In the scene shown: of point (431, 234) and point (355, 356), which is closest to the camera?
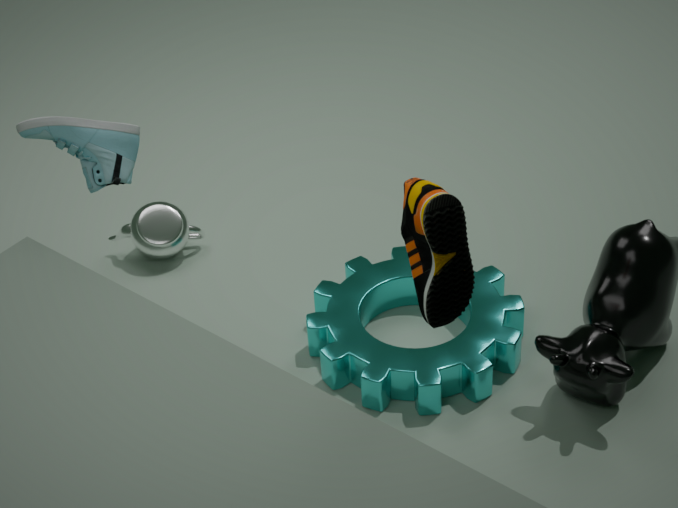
point (431, 234)
